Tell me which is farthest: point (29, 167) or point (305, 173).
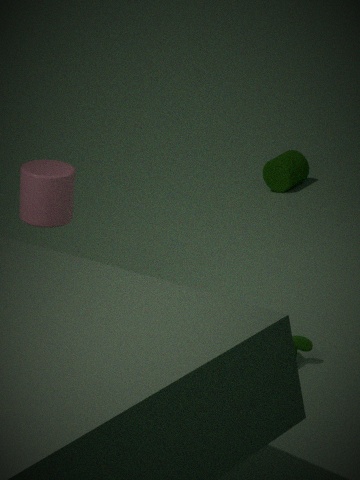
point (305, 173)
